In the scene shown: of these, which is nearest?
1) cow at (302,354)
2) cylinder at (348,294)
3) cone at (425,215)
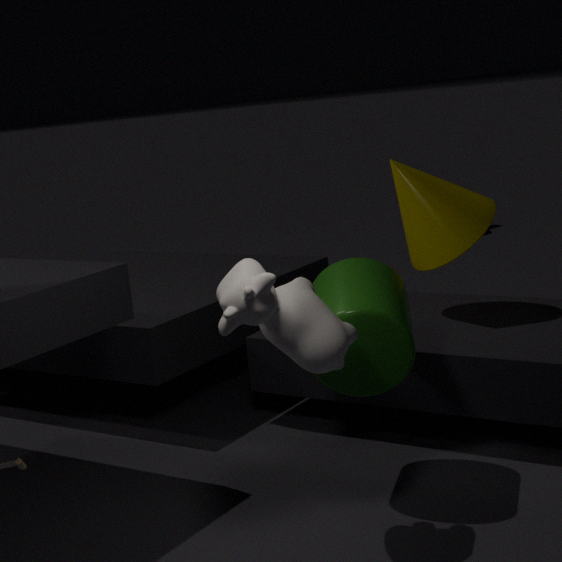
1. cow at (302,354)
